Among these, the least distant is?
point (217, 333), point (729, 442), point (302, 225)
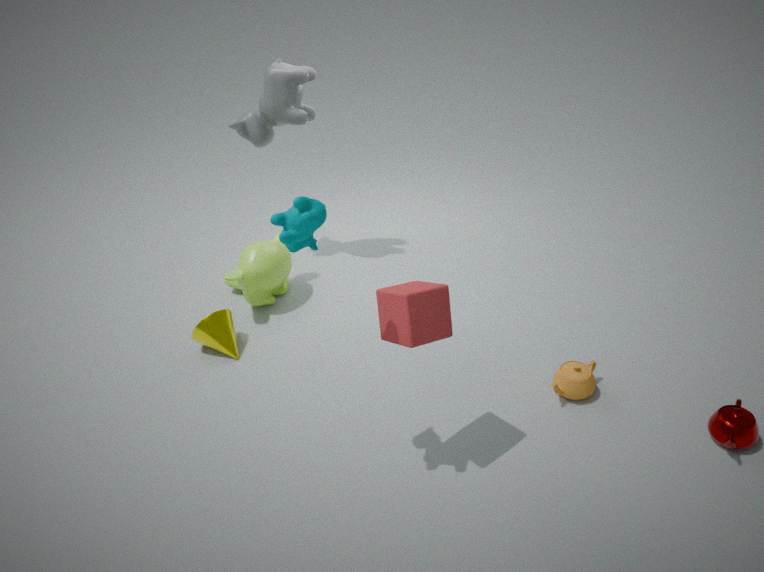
point (302, 225)
